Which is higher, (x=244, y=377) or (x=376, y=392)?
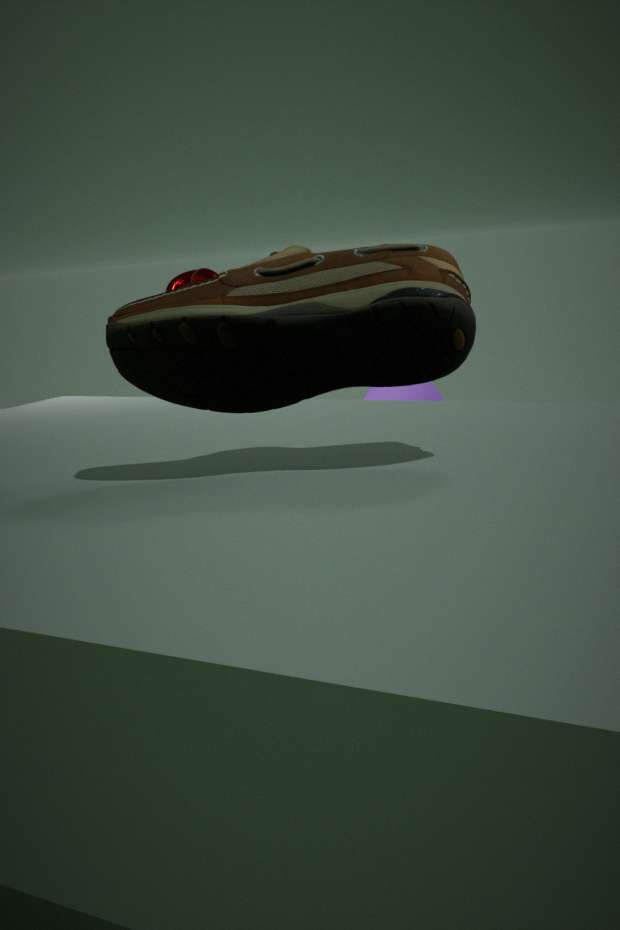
(x=244, y=377)
